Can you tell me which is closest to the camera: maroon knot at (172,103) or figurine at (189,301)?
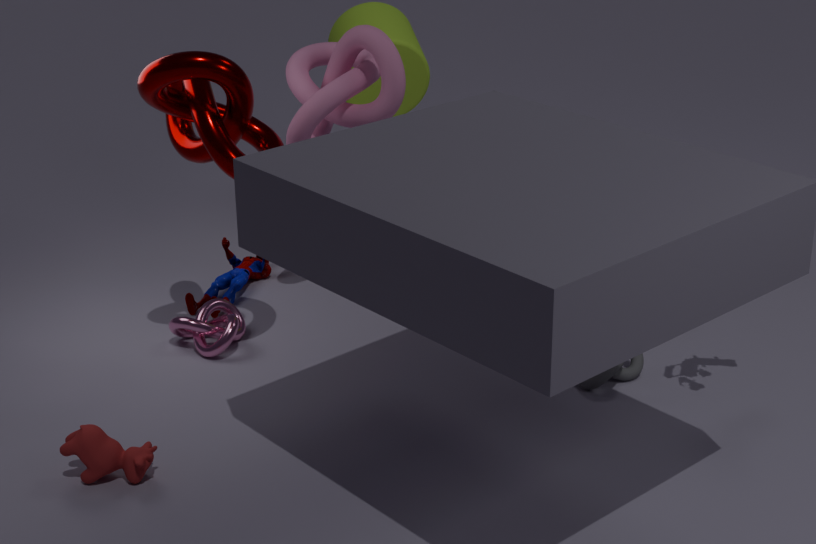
maroon knot at (172,103)
